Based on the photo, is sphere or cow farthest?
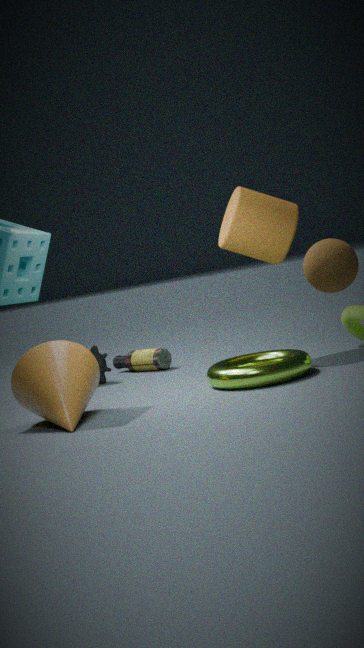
cow
